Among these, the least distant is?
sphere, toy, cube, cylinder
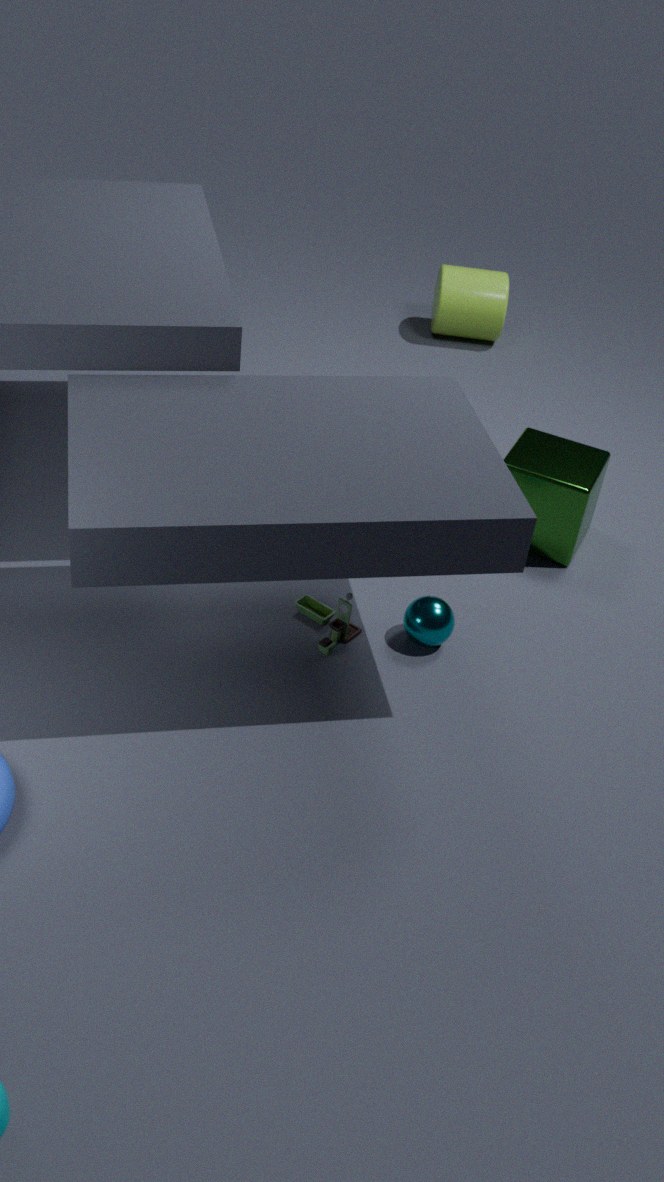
sphere
